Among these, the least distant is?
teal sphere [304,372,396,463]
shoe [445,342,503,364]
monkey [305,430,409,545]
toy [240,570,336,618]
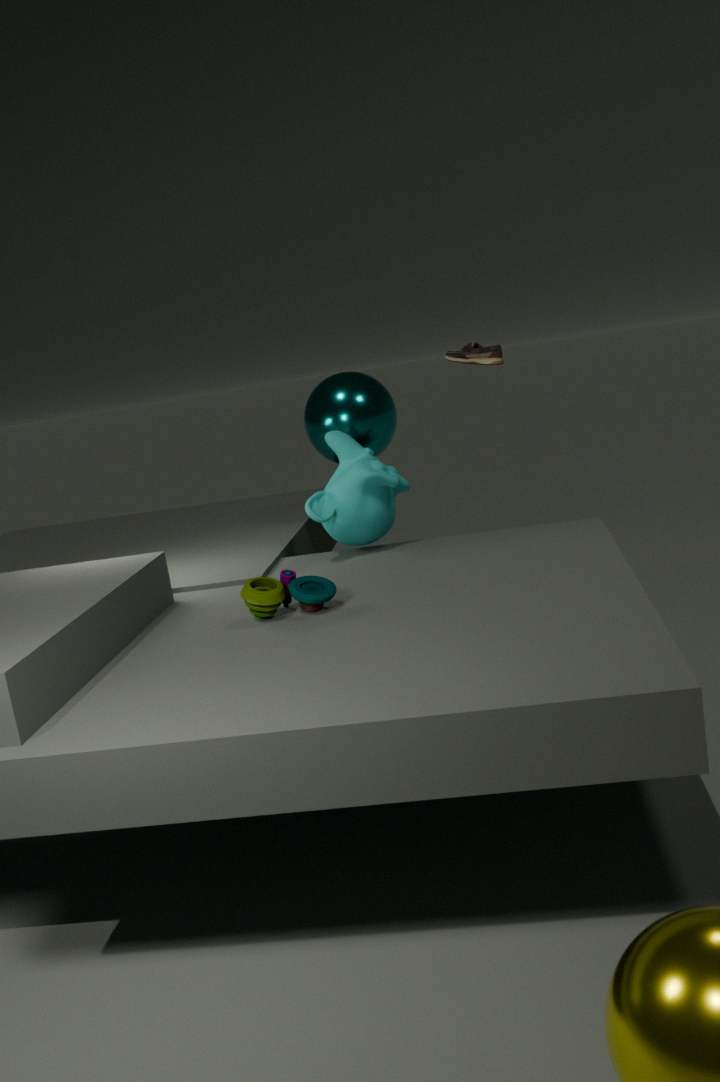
toy [240,570,336,618]
